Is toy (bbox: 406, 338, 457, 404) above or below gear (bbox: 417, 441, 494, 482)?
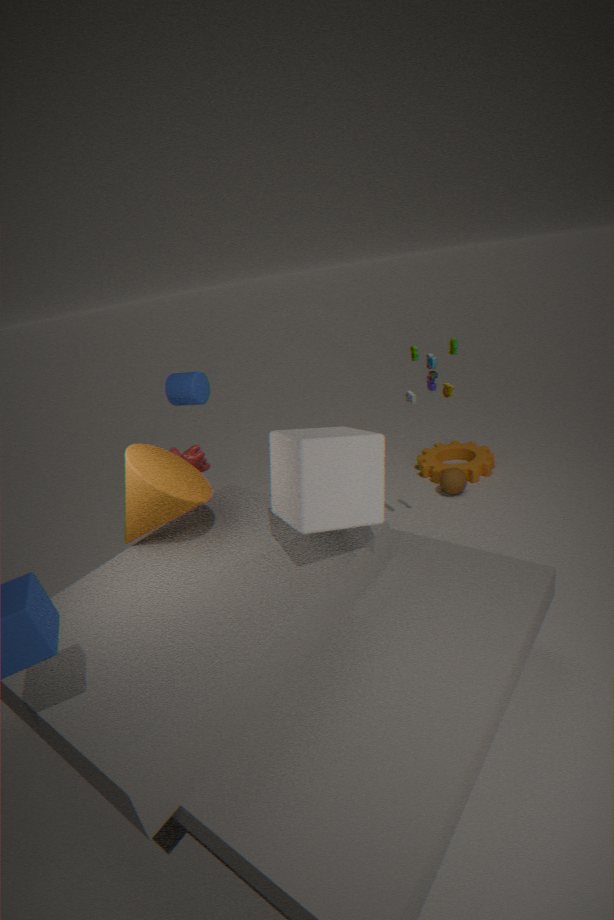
above
